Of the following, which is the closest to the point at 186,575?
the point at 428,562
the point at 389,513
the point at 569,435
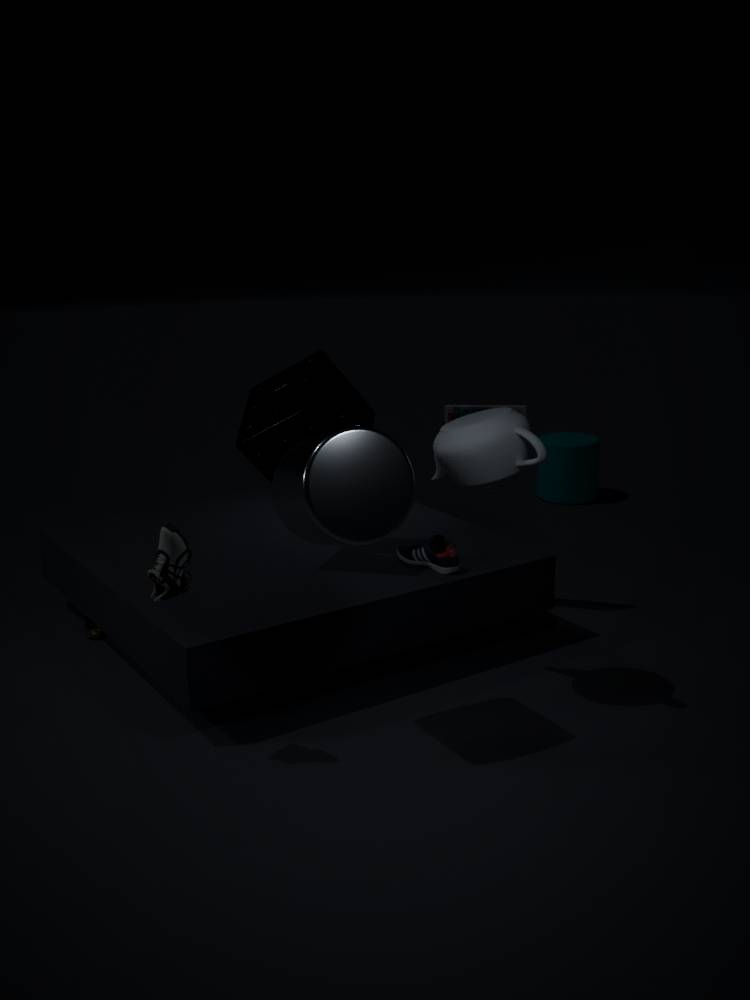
the point at 389,513
